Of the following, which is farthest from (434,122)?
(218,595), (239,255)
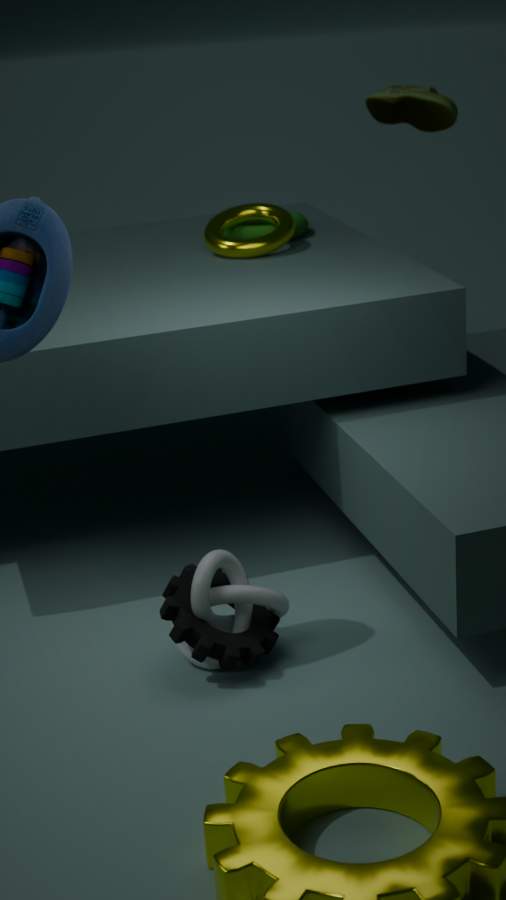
(218,595)
